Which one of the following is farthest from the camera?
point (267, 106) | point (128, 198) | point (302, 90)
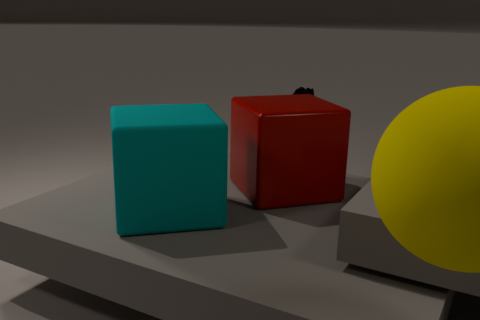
point (302, 90)
